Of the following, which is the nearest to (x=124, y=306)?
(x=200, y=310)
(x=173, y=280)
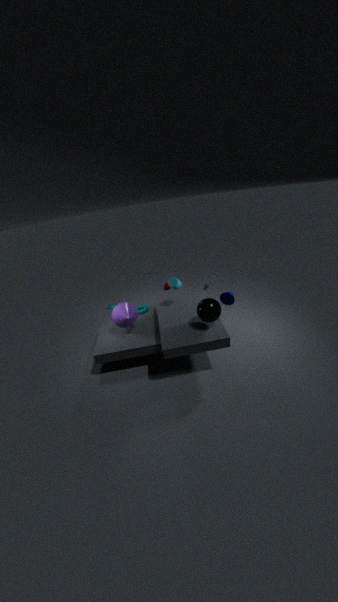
(x=173, y=280)
